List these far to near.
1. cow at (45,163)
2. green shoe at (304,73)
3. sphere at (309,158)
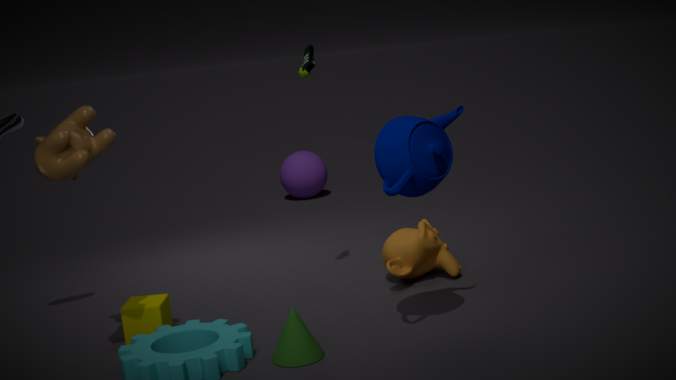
sphere at (309,158)
green shoe at (304,73)
cow at (45,163)
